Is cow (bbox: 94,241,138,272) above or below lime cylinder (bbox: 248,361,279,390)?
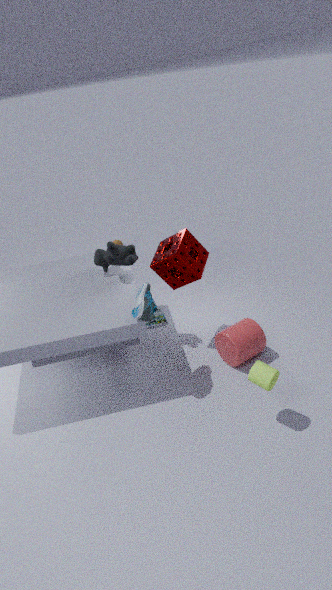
above
